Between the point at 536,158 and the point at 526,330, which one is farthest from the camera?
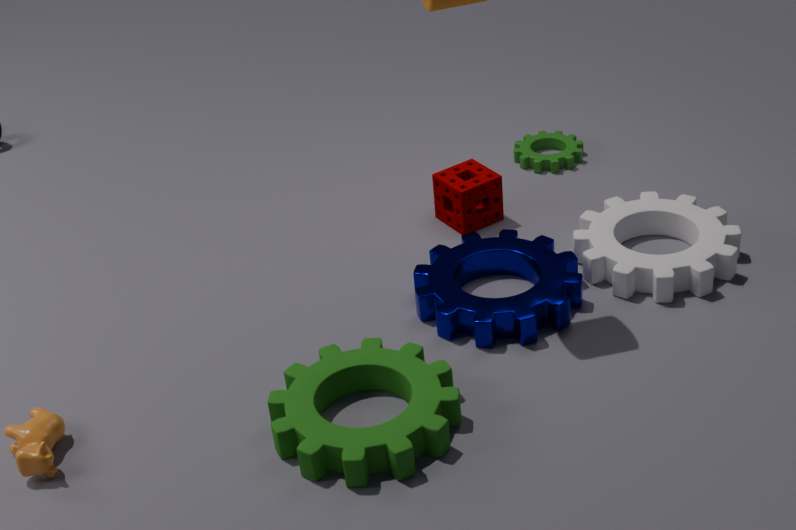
the point at 536,158
